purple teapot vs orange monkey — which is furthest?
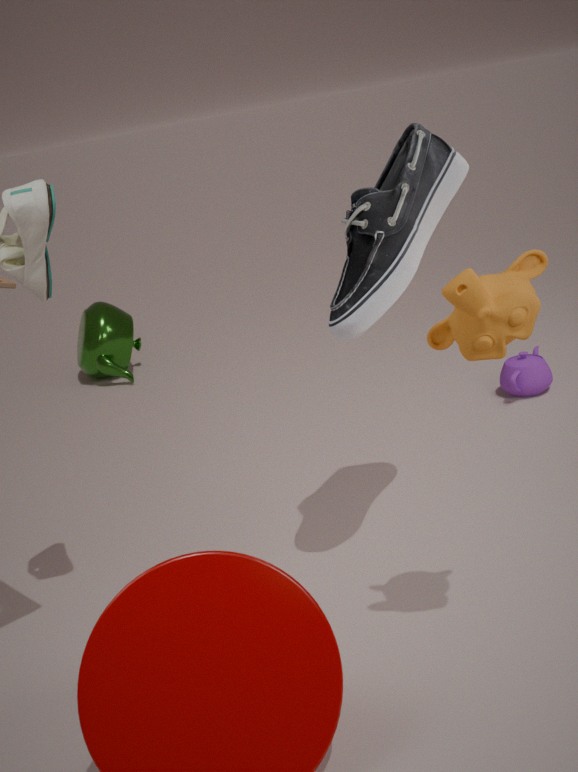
purple teapot
